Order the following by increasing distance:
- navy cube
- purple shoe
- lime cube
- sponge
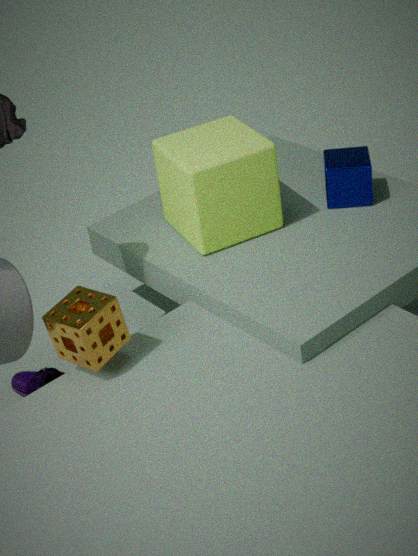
1. sponge
2. lime cube
3. purple shoe
4. navy cube
